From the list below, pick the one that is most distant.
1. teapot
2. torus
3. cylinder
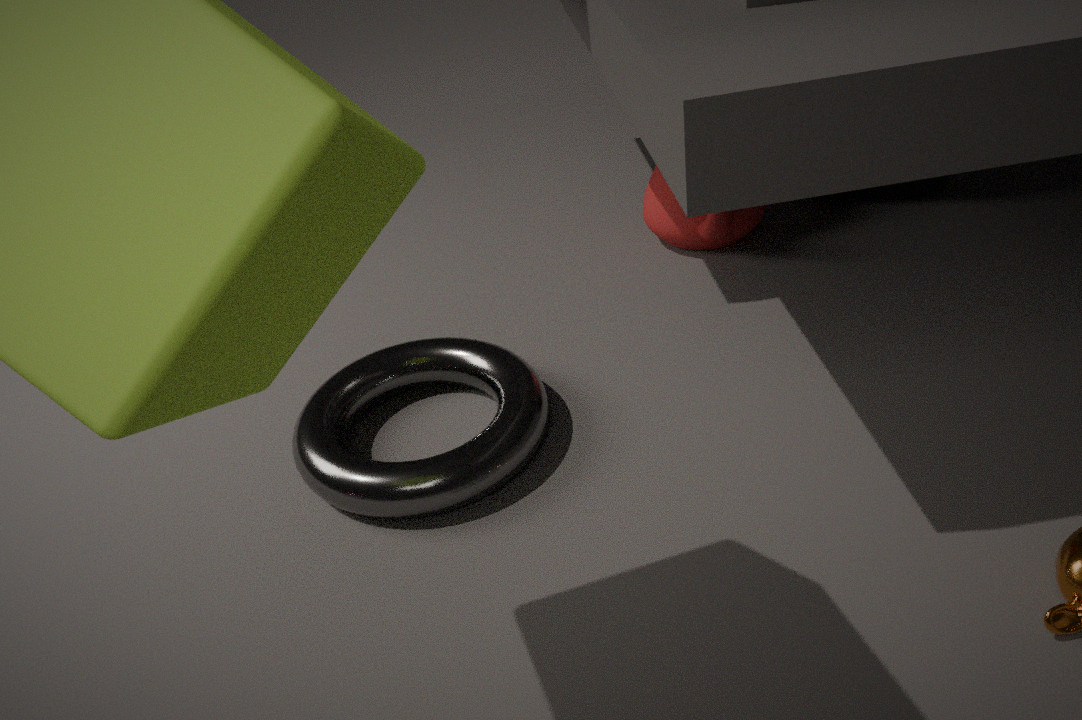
cylinder
